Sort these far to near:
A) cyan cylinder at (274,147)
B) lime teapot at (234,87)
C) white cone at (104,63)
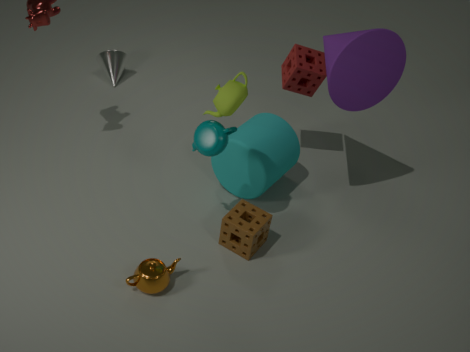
white cone at (104,63) < cyan cylinder at (274,147) < lime teapot at (234,87)
